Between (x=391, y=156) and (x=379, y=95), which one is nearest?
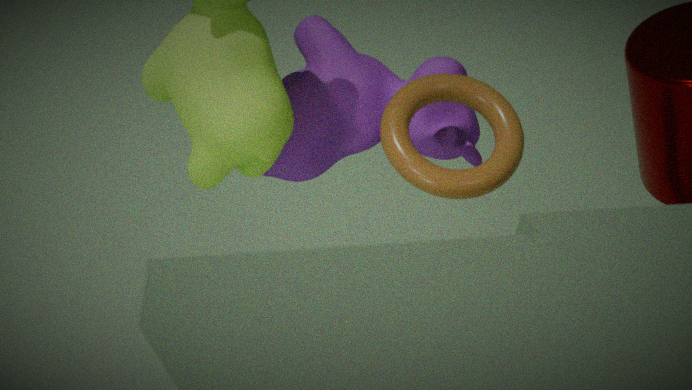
(x=391, y=156)
